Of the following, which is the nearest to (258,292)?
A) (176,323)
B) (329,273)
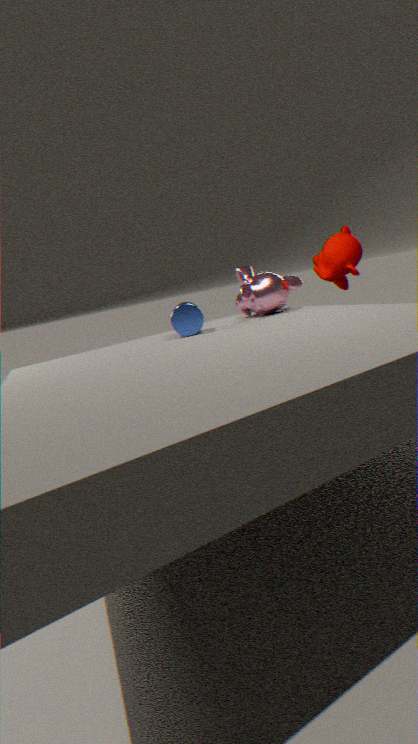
(176,323)
